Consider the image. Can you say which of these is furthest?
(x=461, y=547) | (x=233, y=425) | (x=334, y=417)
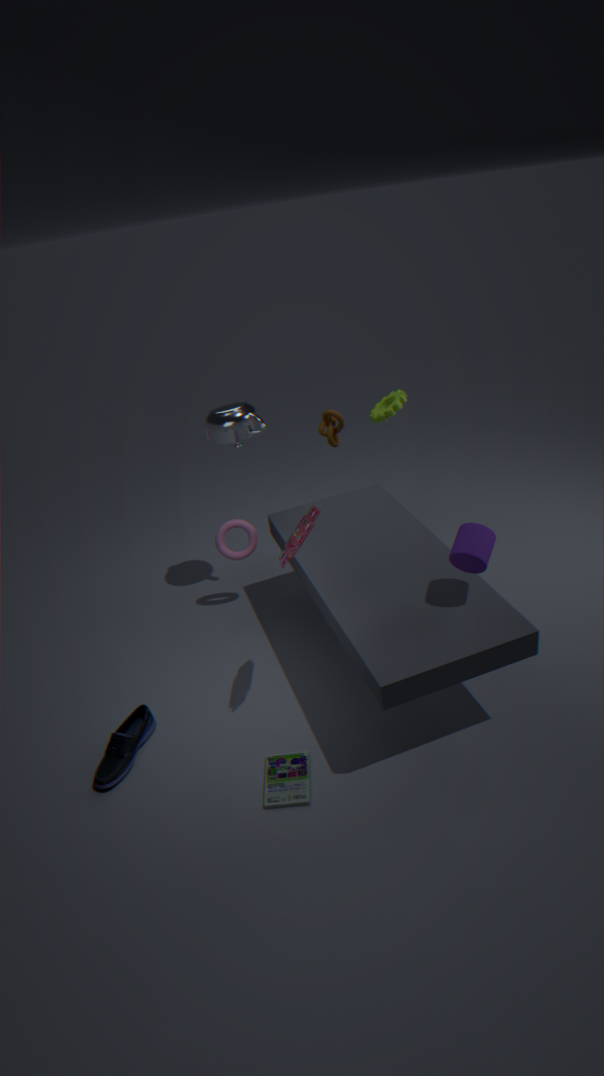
(x=334, y=417)
